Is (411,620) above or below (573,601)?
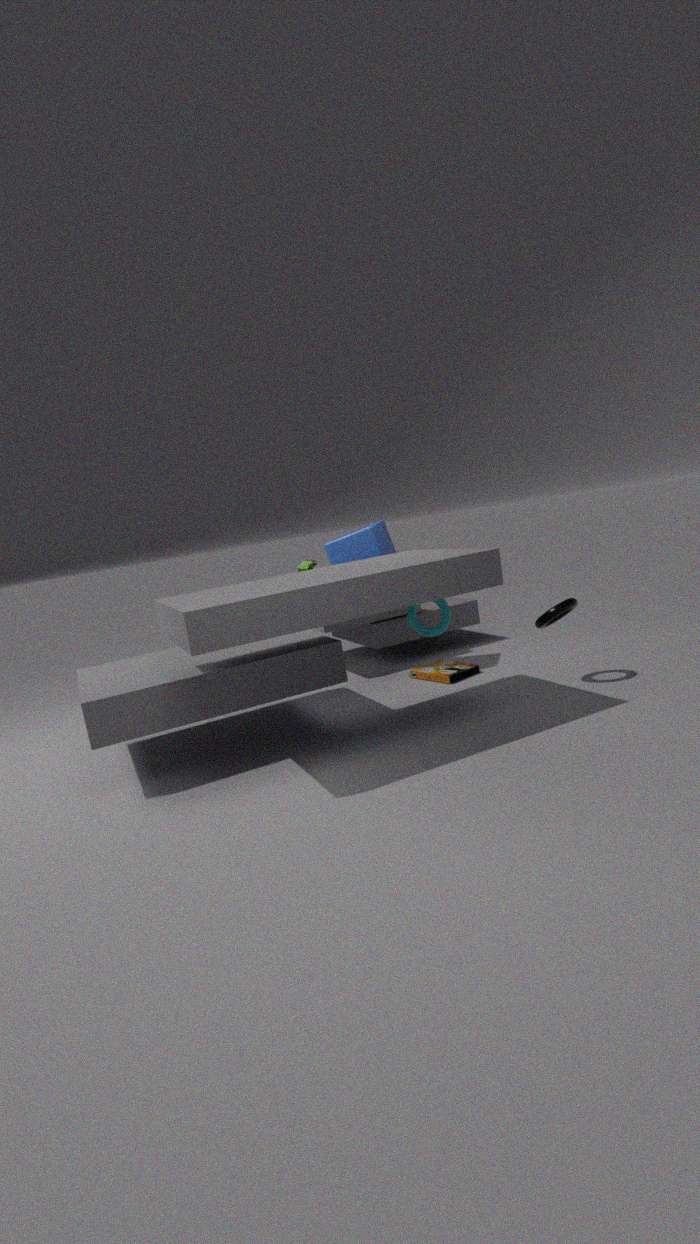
above
